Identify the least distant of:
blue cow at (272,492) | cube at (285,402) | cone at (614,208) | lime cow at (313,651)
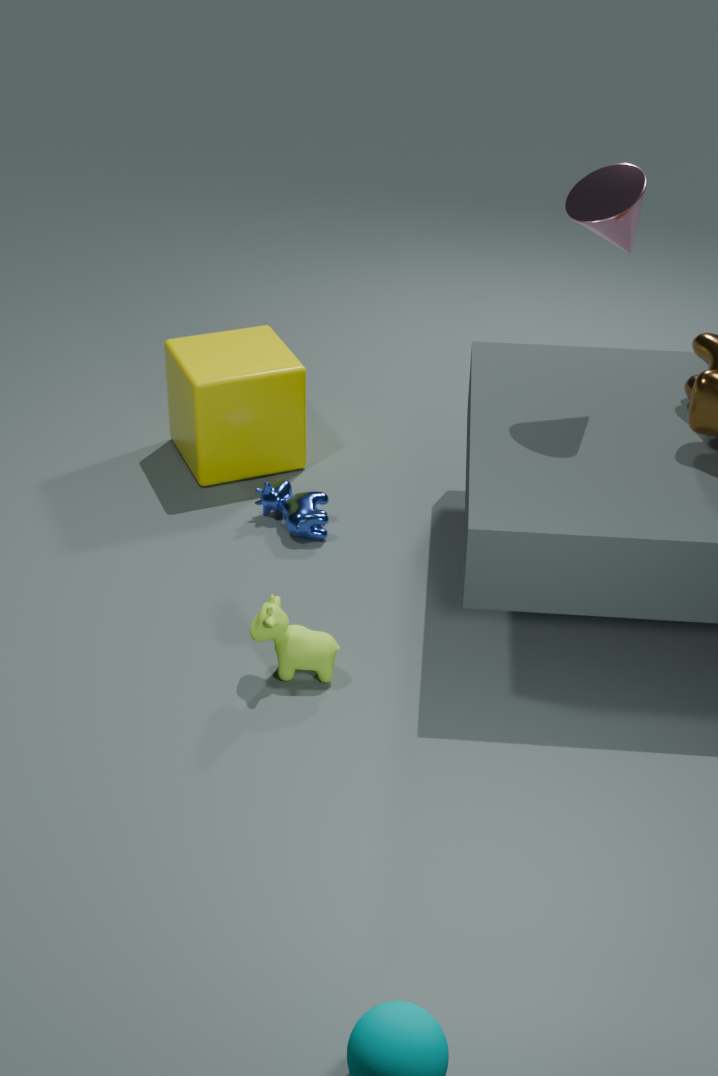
lime cow at (313,651)
